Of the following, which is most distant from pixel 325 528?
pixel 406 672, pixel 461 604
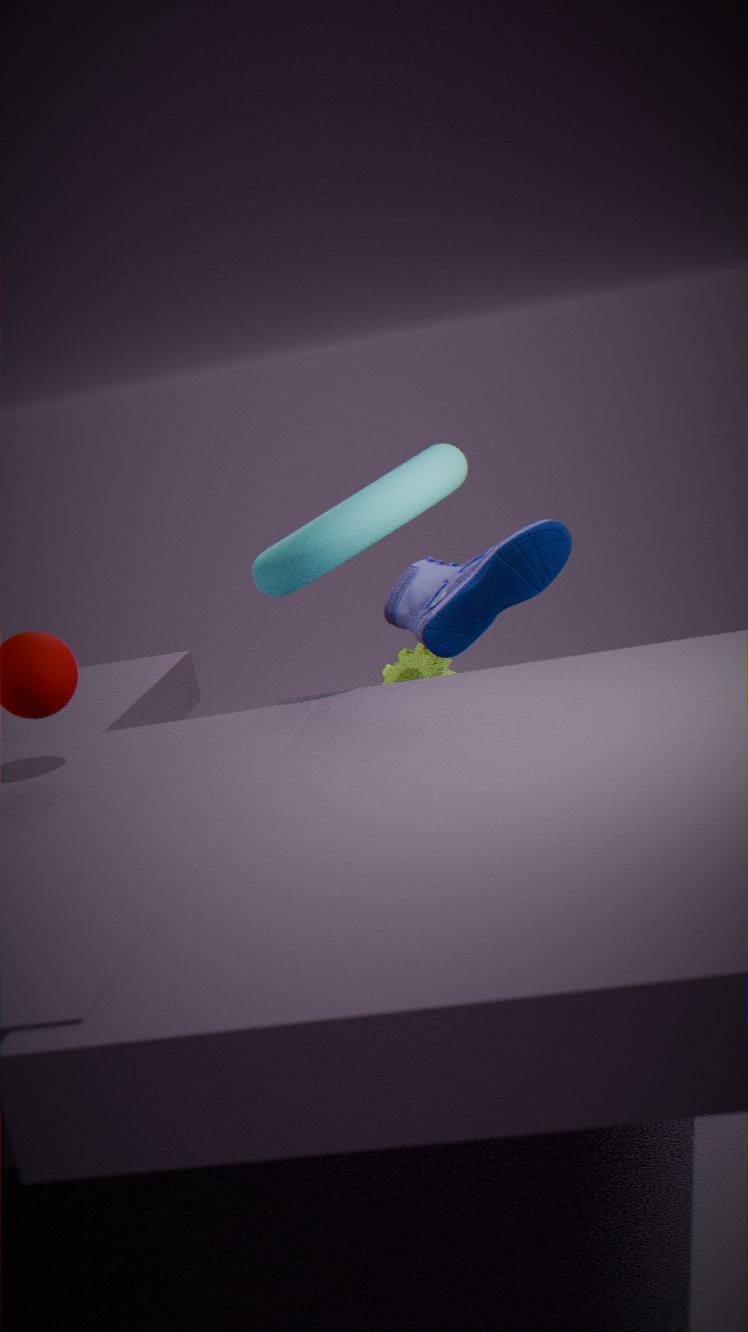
pixel 406 672
